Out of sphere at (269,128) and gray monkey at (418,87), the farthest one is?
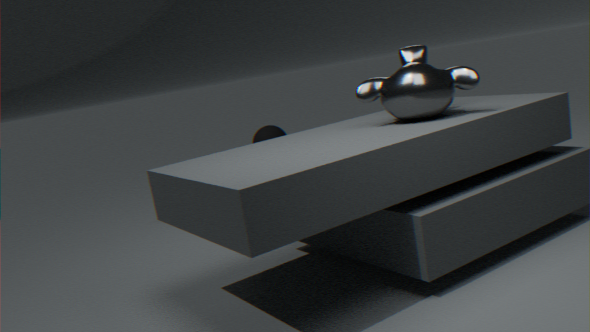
sphere at (269,128)
